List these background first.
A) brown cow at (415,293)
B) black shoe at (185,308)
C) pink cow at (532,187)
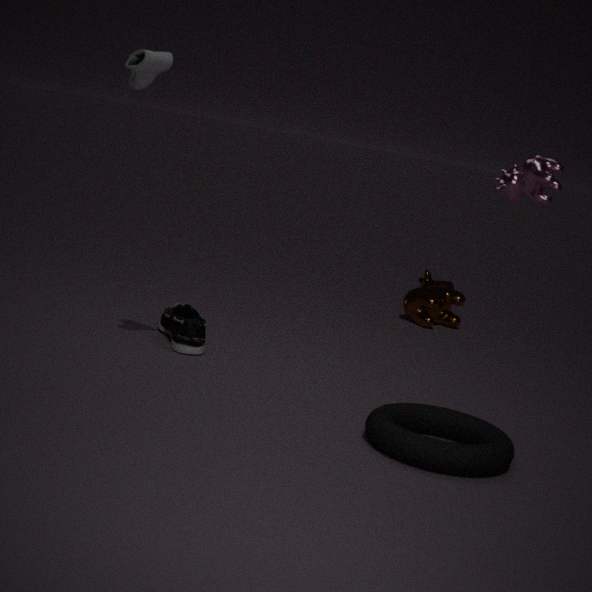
brown cow at (415,293) < black shoe at (185,308) < pink cow at (532,187)
